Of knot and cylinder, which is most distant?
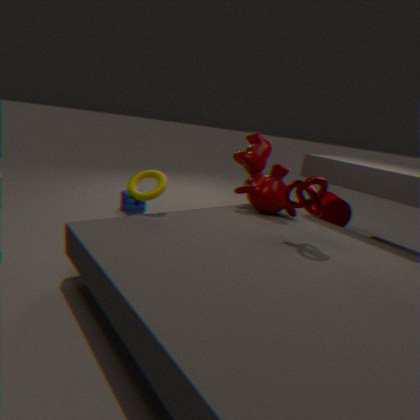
cylinder
